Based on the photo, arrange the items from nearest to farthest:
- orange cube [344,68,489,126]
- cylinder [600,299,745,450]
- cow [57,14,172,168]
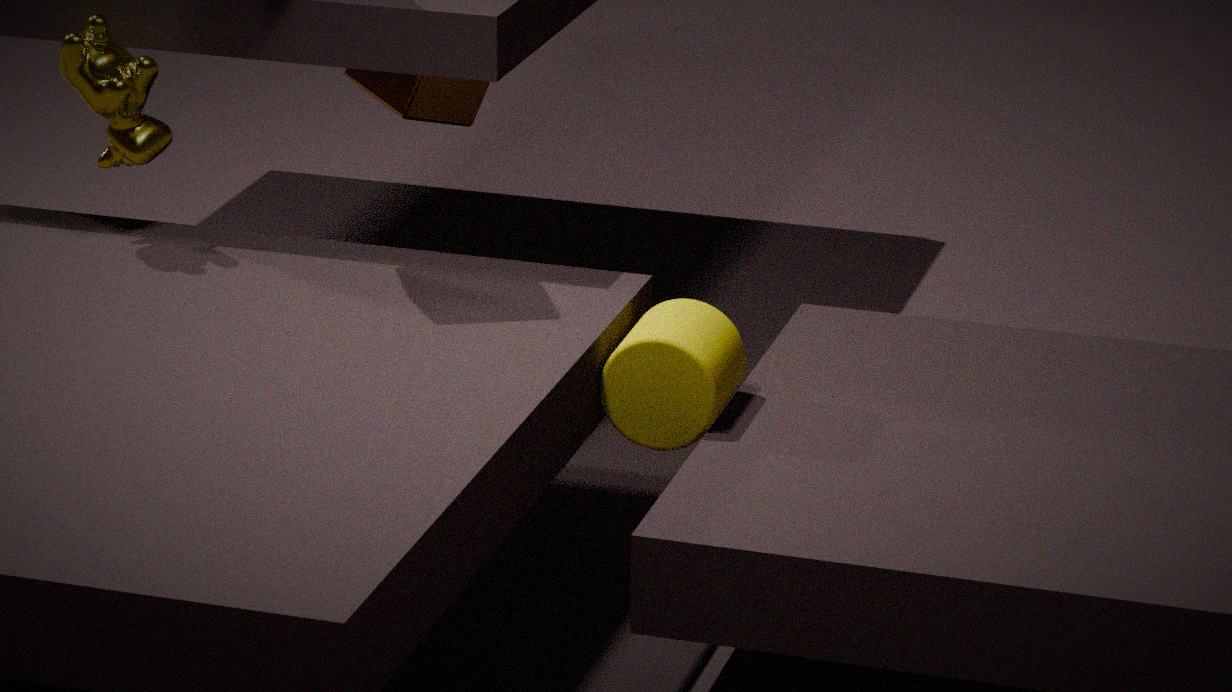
cylinder [600,299,745,450]
cow [57,14,172,168]
orange cube [344,68,489,126]
